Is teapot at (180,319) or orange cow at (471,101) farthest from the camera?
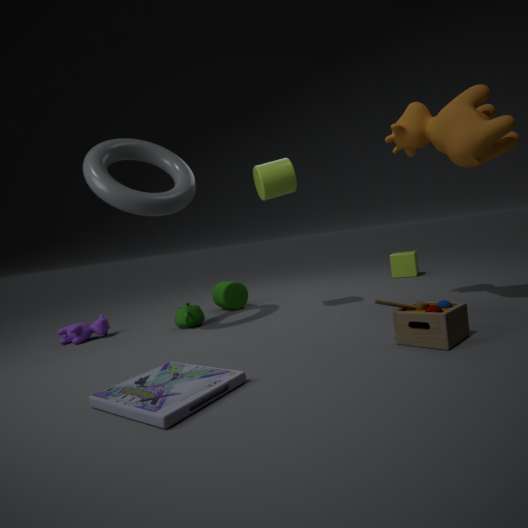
teapot at (180,319)
